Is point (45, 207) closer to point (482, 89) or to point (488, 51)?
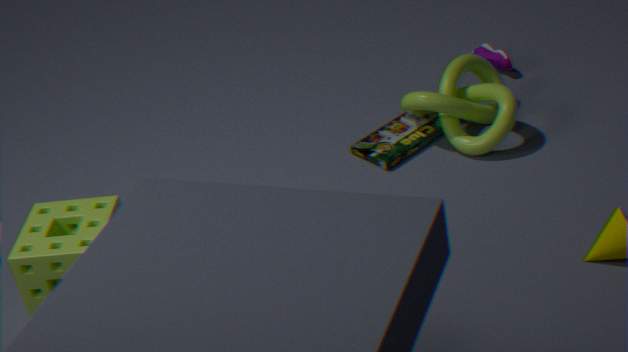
point (482, 89)
